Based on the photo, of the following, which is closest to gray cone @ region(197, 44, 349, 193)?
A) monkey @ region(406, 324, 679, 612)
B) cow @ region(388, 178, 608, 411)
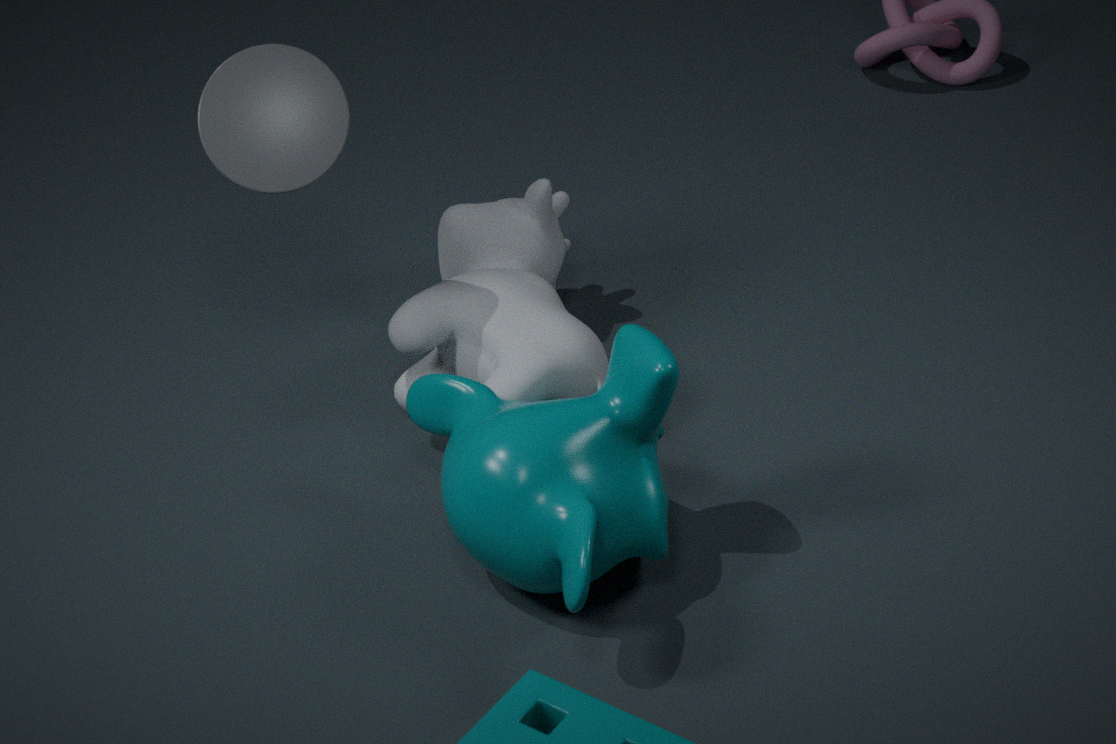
cow @ region(388, 178, 608, 411)
